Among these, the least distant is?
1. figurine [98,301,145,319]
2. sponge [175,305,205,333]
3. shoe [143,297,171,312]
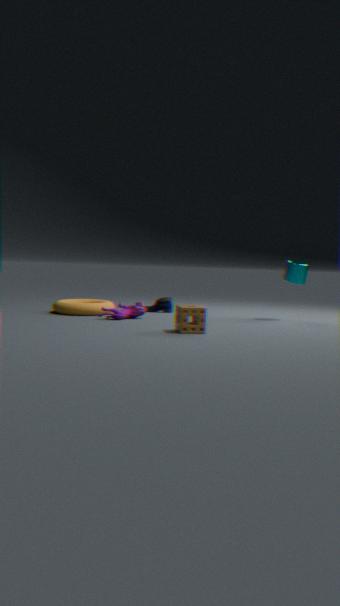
sponge [175,305,205,333]
